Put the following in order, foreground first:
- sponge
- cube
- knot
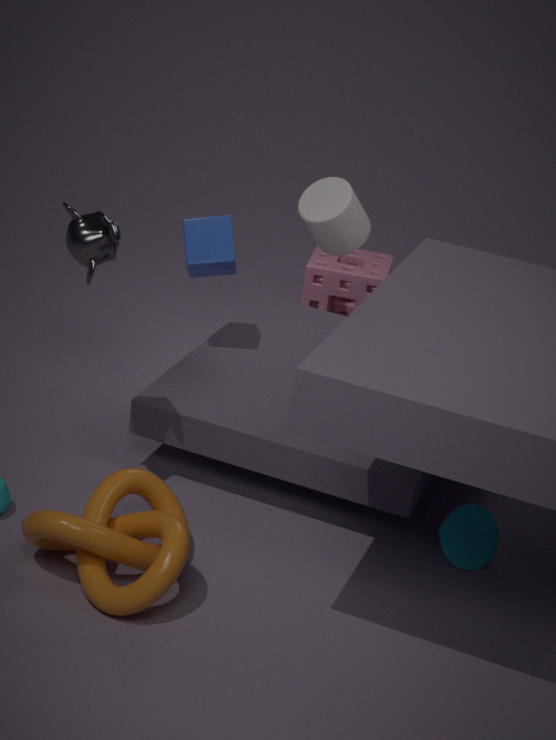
knot
cube
sponge
